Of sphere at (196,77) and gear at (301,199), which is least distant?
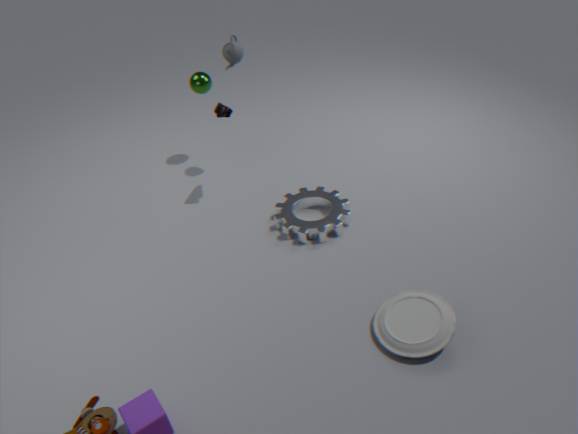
gear at (301,199)
